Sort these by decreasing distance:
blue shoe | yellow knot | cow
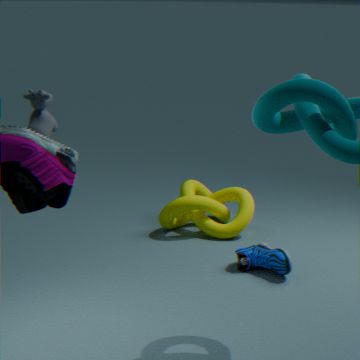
yellow knot, blue shoe, cow
